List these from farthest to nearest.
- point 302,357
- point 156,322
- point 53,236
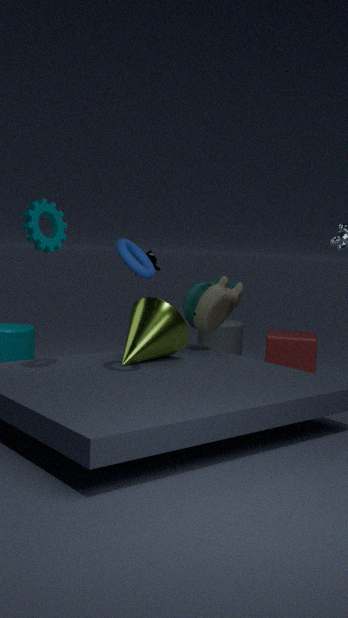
point 302,357 < point 156,322 < point 53,236
